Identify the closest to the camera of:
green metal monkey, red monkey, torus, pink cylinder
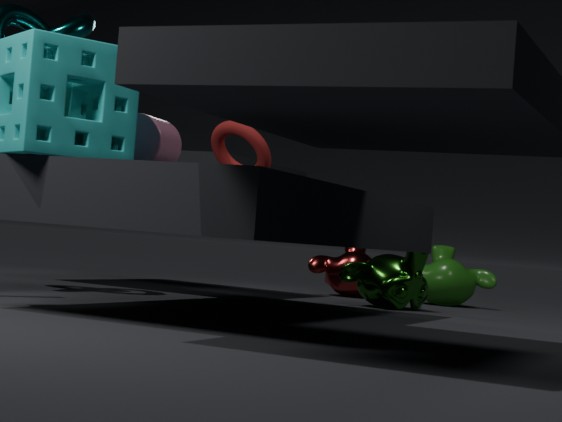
pink cylinder
